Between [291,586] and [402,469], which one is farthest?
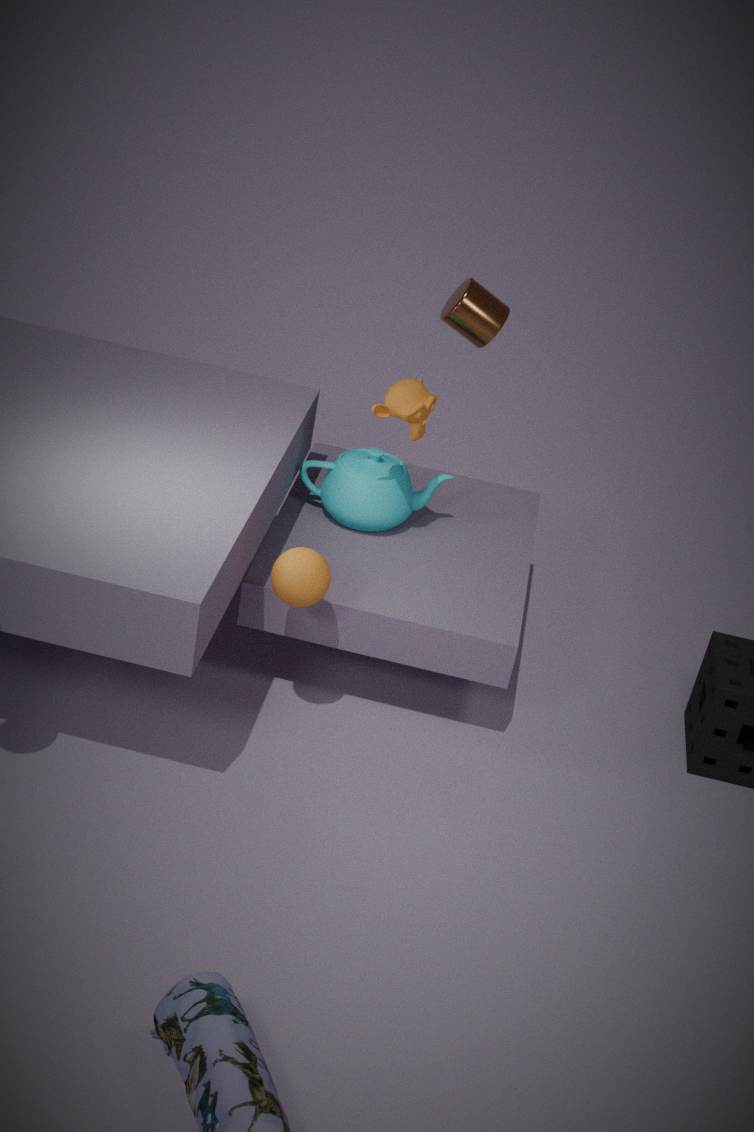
[402,469]
